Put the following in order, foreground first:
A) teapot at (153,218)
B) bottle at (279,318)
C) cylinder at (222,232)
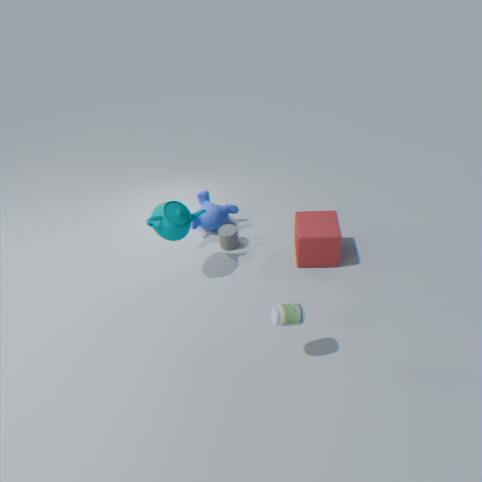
bottle at (279,318), teapot at (153,218), cylinder at (222,232)
